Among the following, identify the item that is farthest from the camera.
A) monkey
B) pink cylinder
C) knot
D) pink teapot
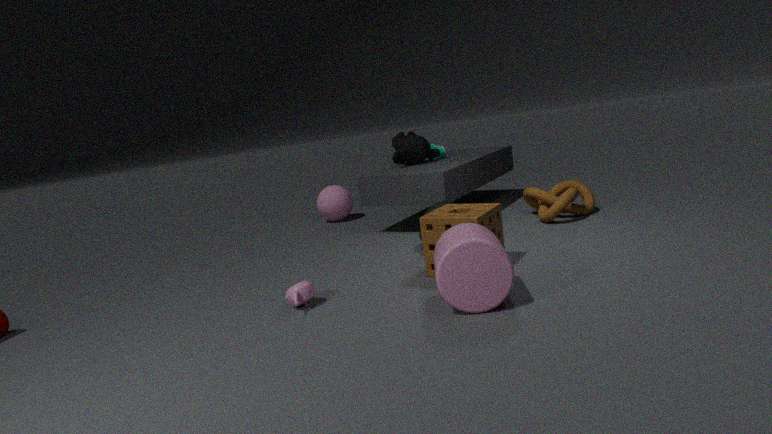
monkey
